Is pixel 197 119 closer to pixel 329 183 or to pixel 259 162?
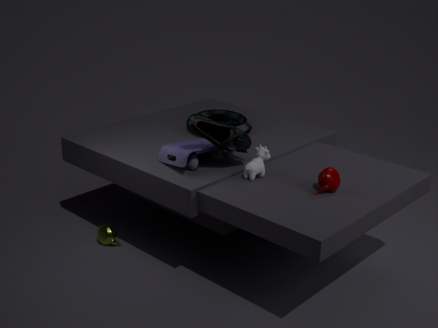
pixel 259 162
